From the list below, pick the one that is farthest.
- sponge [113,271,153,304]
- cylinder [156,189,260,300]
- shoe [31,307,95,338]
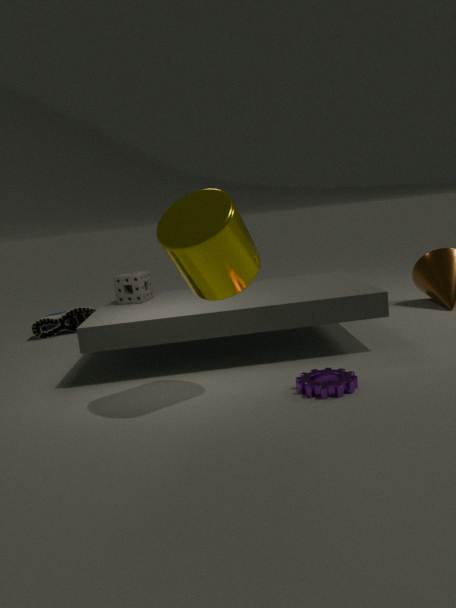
shoe [31,307,95,338]
